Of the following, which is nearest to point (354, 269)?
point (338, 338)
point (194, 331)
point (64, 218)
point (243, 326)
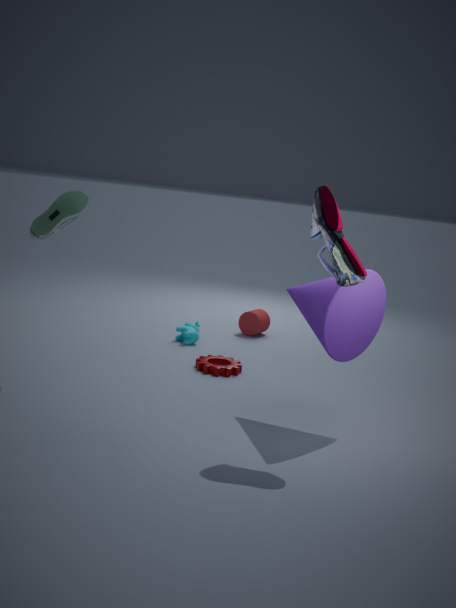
point (338, 338)
